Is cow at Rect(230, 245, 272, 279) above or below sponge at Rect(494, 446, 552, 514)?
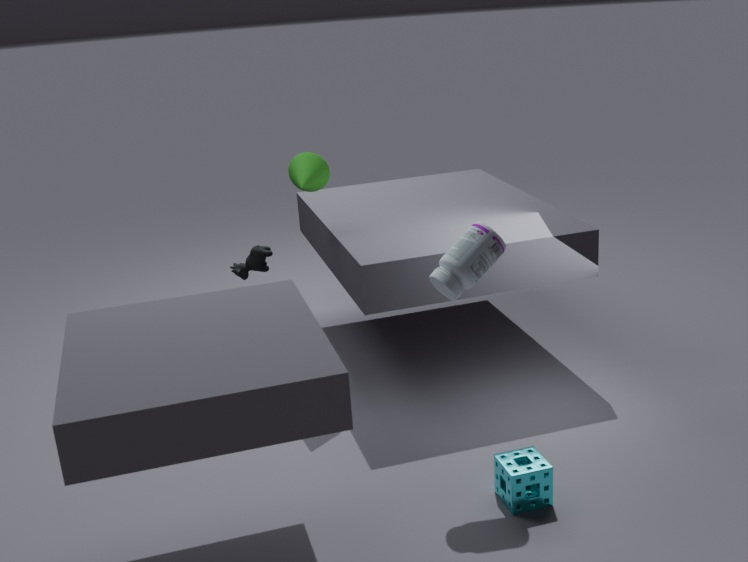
above
